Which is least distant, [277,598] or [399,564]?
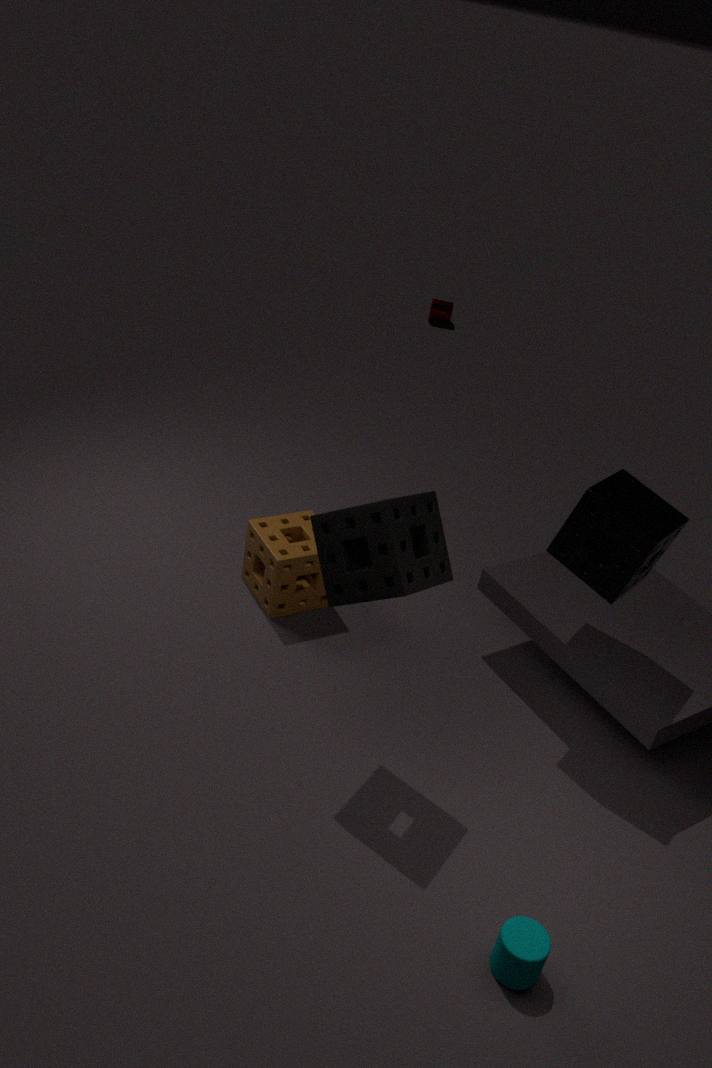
[399,564]
